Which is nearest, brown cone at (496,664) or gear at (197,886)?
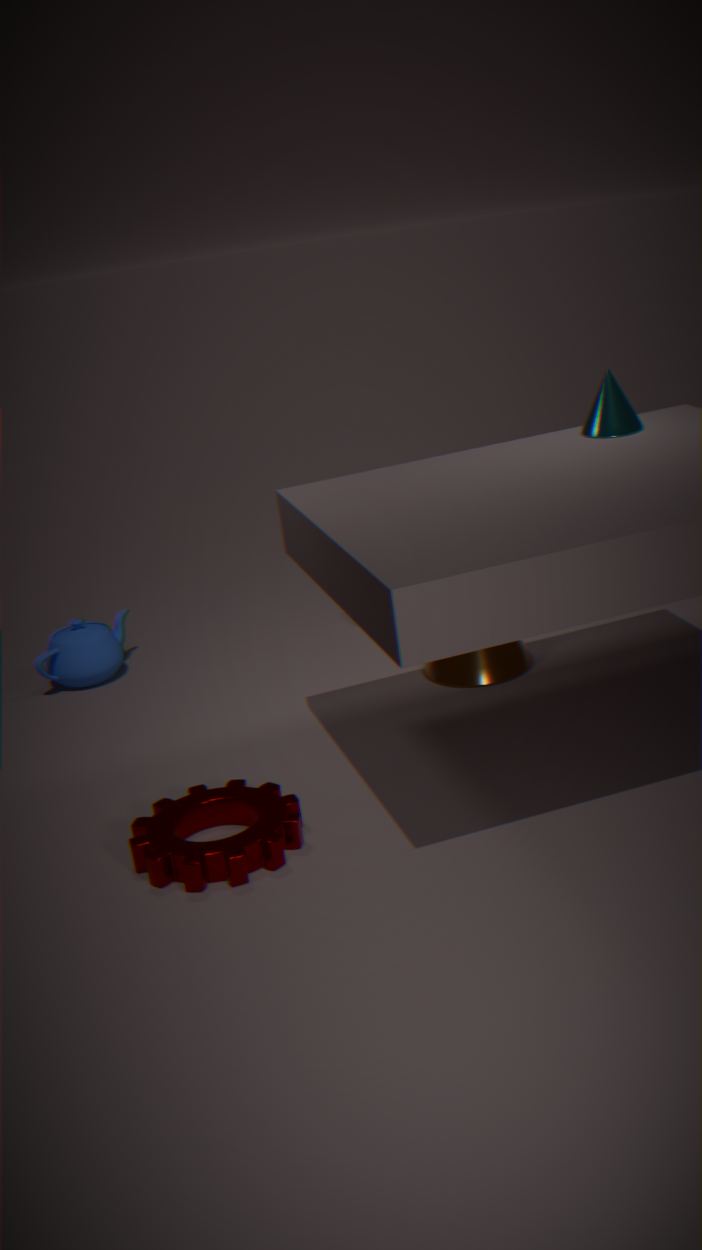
gear at (197,886)
